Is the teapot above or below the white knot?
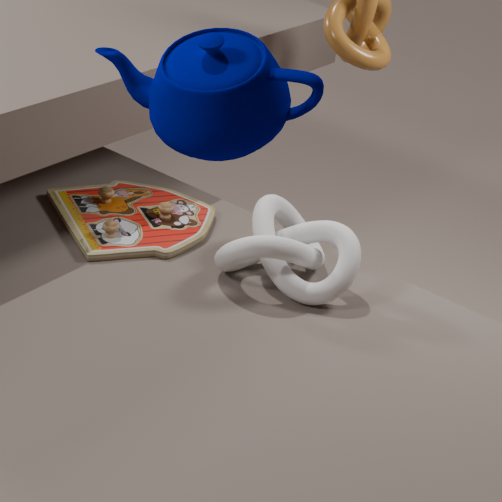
above
